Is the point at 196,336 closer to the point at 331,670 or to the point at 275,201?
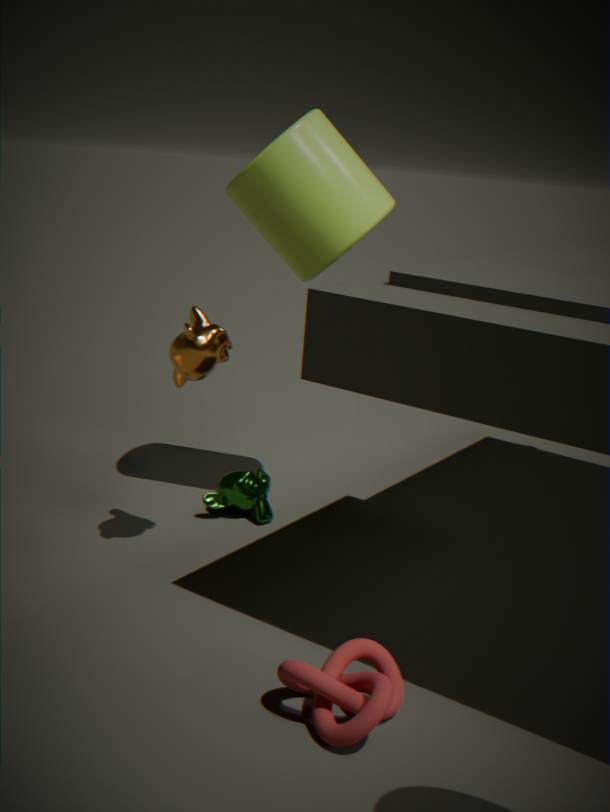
the point at 275,201
